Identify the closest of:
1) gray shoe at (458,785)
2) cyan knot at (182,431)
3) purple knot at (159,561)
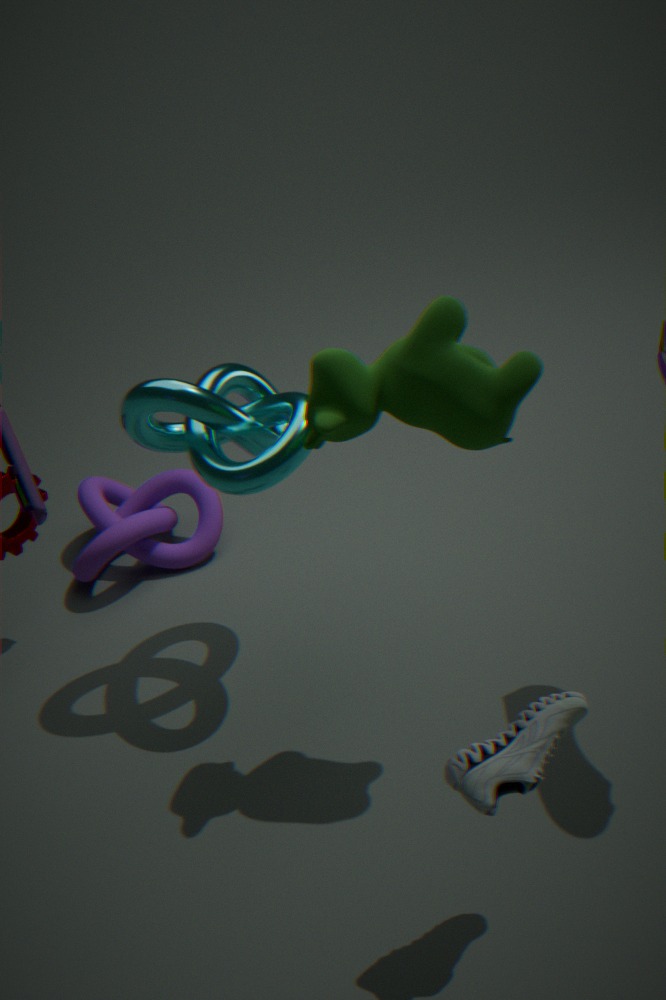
1. gray shoe at (458,785)
